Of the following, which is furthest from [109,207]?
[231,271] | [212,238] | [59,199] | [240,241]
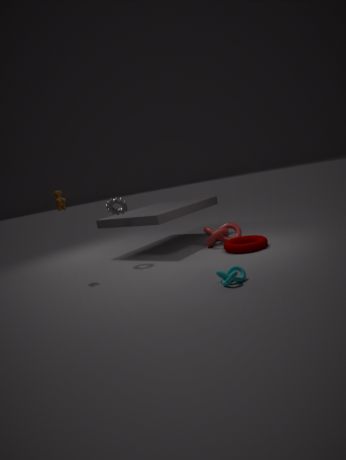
[231,271]
